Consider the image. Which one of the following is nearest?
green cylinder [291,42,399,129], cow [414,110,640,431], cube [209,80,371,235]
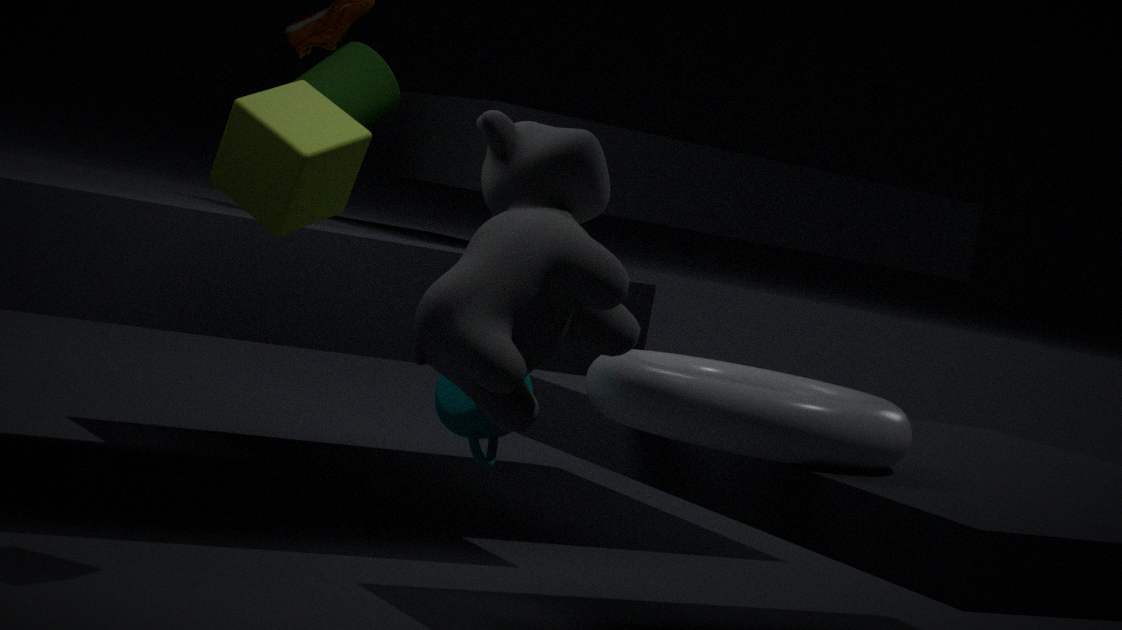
cow [414,110,640,431]
